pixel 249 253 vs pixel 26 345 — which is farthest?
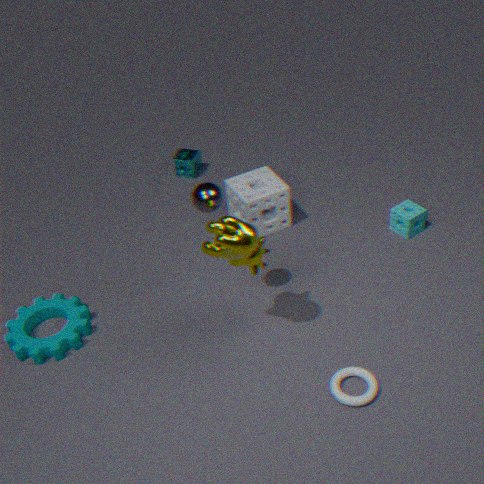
pixel 26 345
